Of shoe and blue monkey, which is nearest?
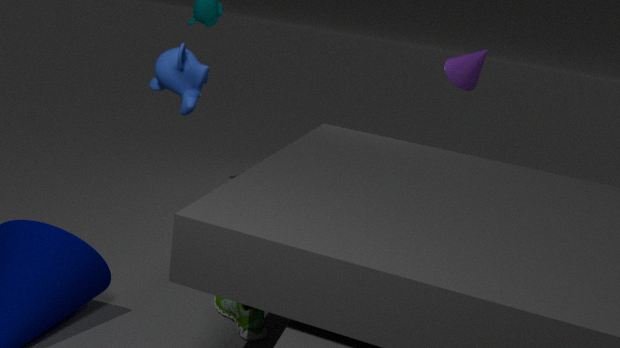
blue monkey
